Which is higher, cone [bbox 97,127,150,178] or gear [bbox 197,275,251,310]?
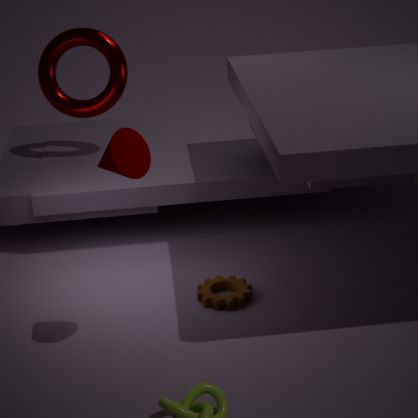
cone [bbox 97,127,150,178]
